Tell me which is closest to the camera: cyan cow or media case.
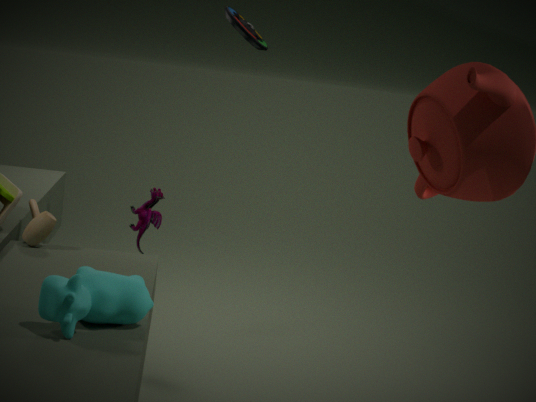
cyan cow
